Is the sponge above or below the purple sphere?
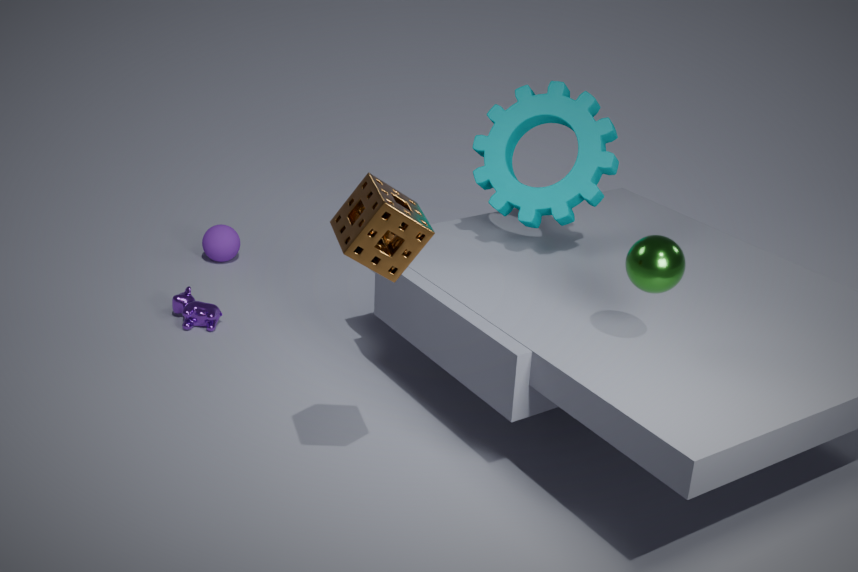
above
